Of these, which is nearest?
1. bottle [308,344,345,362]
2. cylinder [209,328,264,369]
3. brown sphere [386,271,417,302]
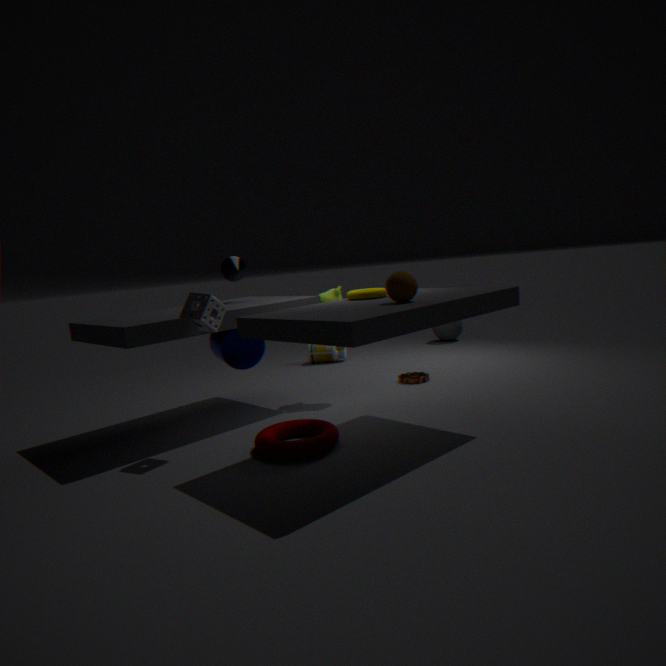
brown sphere [386,271,417,302]
